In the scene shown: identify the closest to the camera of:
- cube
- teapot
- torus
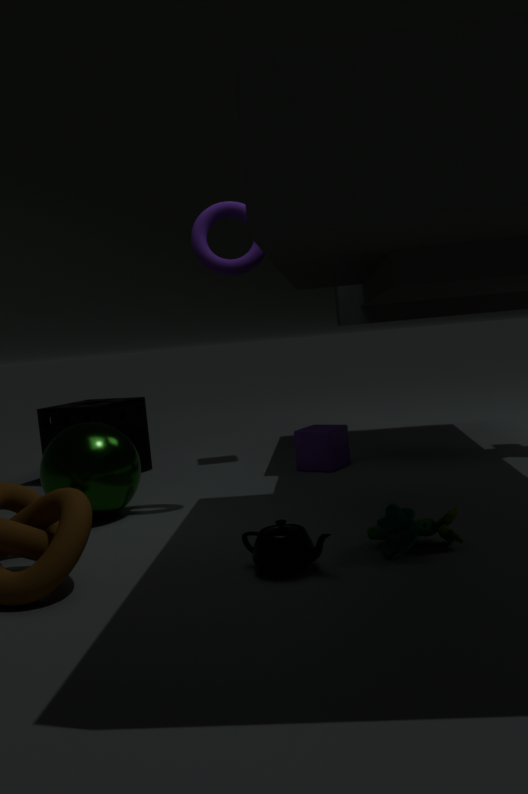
teapot
